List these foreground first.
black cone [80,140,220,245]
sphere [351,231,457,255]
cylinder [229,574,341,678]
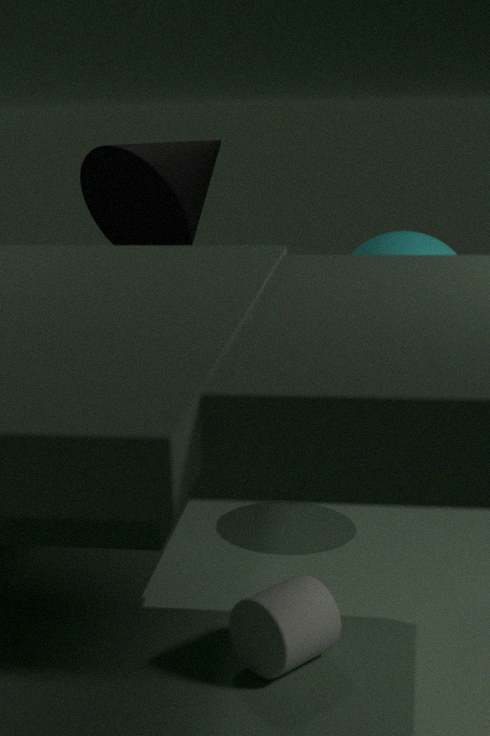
cylinder [229,574,341,678] → sphere [351,231,457,255] → black cone [80,140,220,245]
